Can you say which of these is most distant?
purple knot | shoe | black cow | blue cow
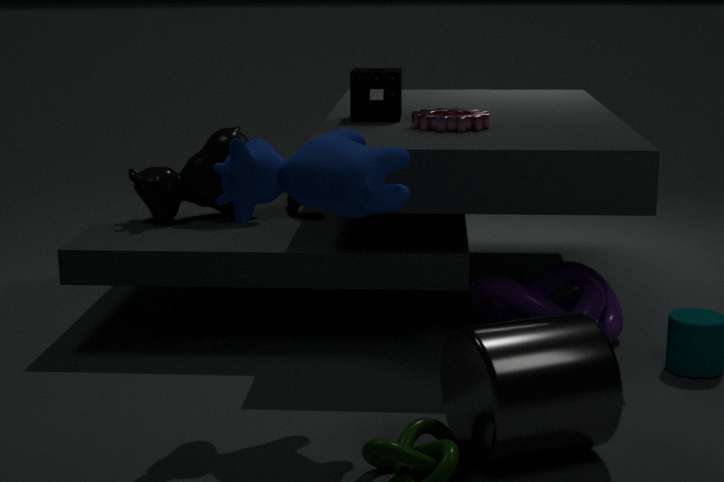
shoe
